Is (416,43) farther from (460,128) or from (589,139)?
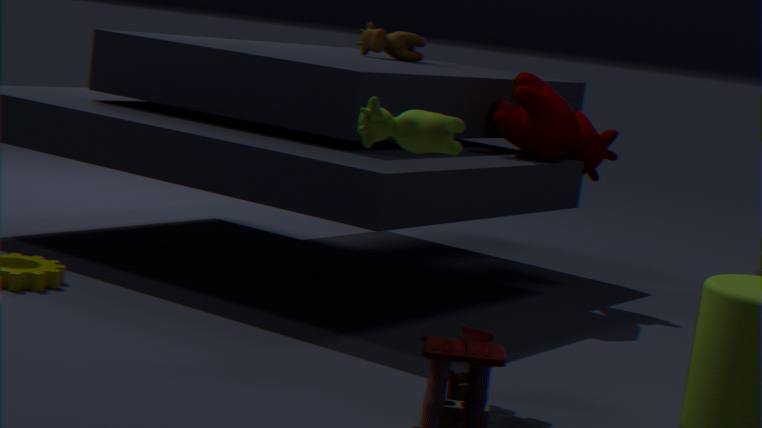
(460,128)
